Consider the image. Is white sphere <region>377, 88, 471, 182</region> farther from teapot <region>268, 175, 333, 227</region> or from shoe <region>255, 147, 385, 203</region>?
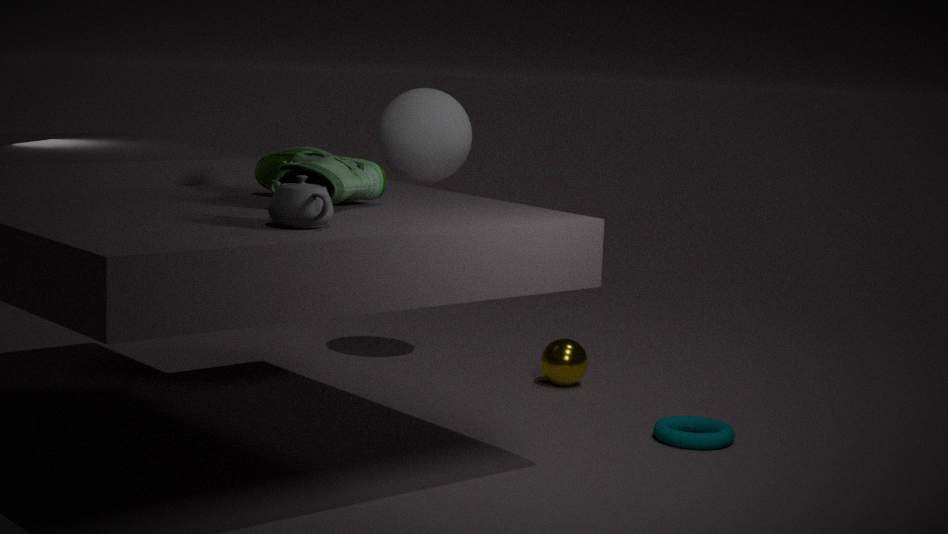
teapot <region>268, 175, 333, 227</region>
